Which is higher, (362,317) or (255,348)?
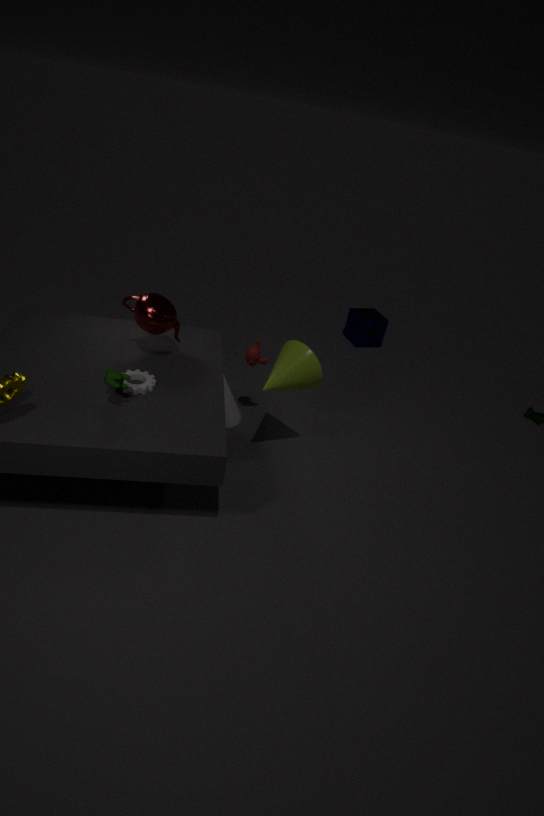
(255,348)
